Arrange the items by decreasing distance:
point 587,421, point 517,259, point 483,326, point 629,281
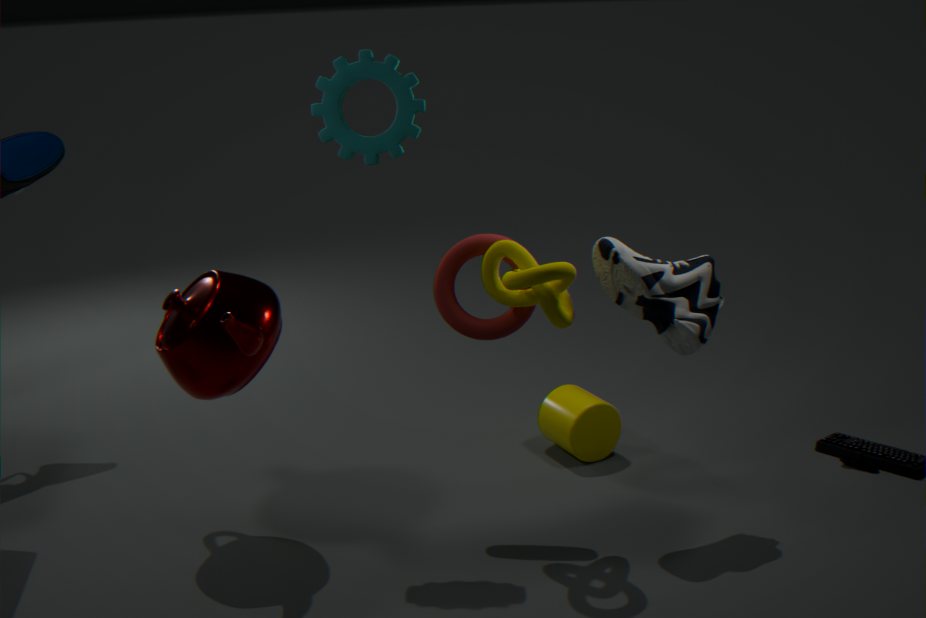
1. point 587,421
2. point 483,326
3. point 629,281
4. point 517,259
